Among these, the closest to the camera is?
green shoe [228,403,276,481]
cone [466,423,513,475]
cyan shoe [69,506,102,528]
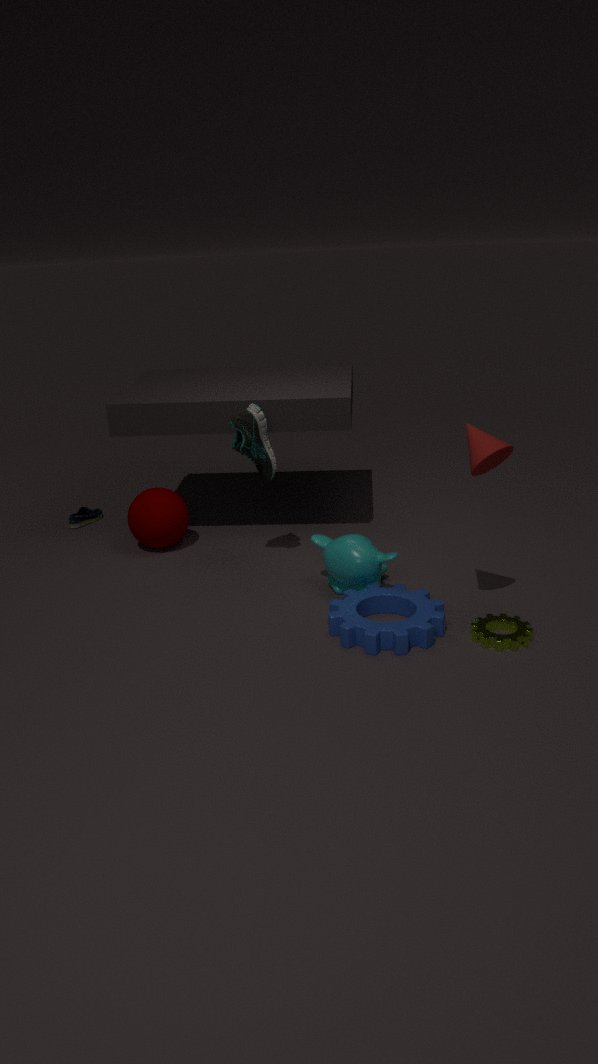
cone [466,423,513,475]
